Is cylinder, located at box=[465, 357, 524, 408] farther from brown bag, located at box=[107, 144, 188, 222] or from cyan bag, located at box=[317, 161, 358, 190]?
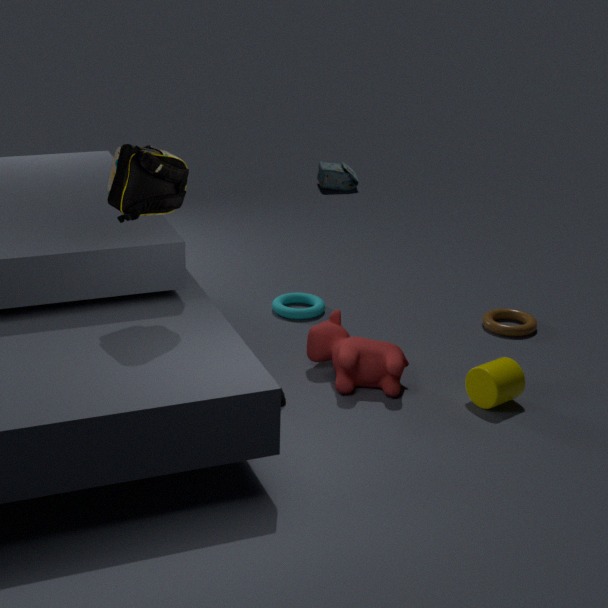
cyan bag, located at box=[317, 161, 358, 190]
